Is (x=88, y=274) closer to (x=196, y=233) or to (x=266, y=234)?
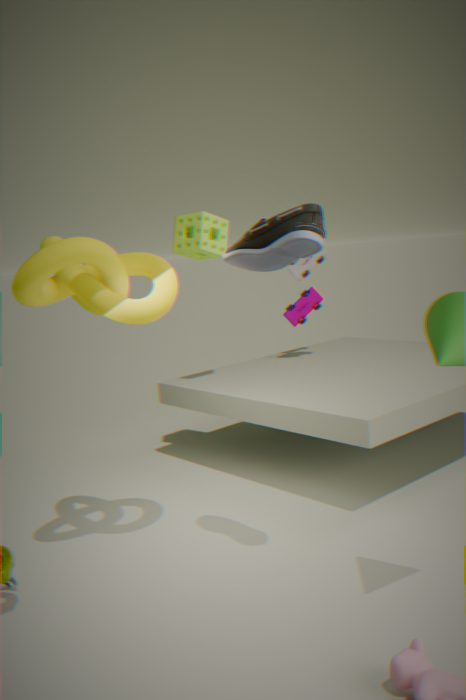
(x=266, y=234)
